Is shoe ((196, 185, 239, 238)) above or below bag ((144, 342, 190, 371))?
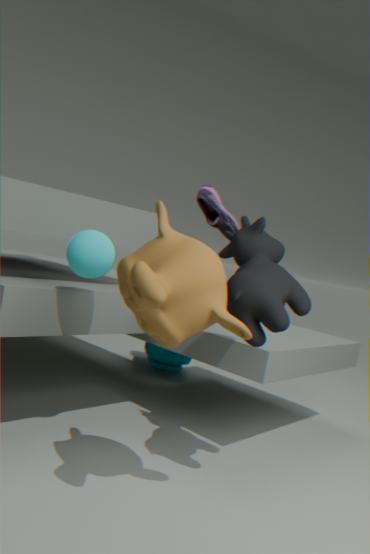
above
